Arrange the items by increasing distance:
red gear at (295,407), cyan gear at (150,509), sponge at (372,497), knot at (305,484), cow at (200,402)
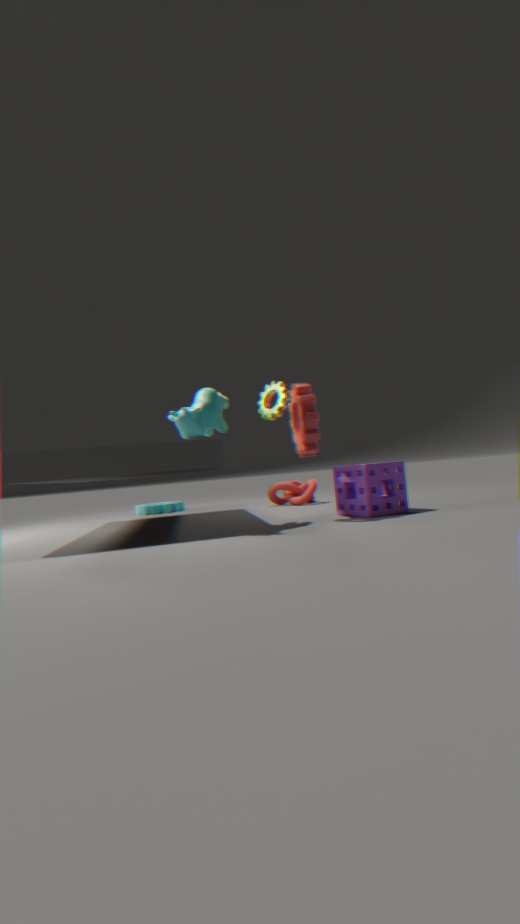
cow at (200,402) → sponge at (372,497) → red gear at (295,407) → knot at (305,484) → cyan gear at (150,509)
